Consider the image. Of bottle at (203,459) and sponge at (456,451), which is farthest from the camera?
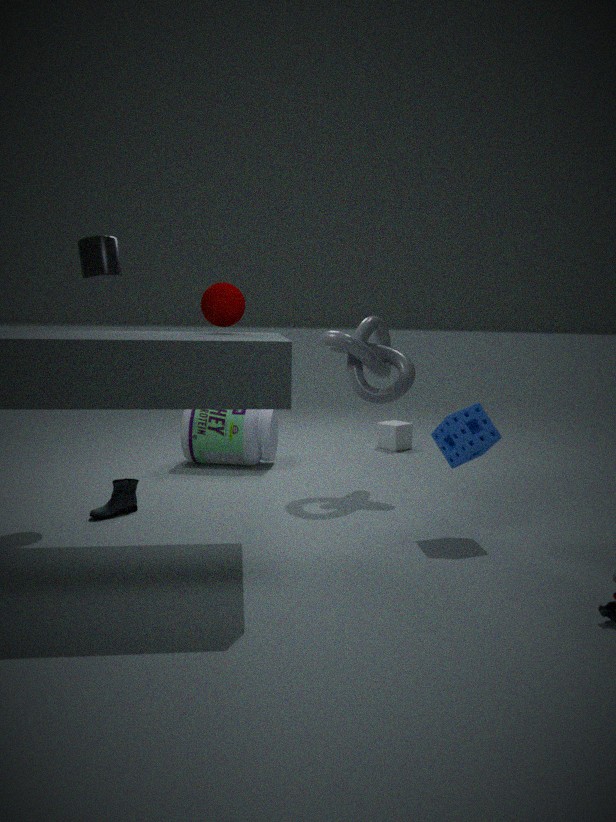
bottle at (203,459)
